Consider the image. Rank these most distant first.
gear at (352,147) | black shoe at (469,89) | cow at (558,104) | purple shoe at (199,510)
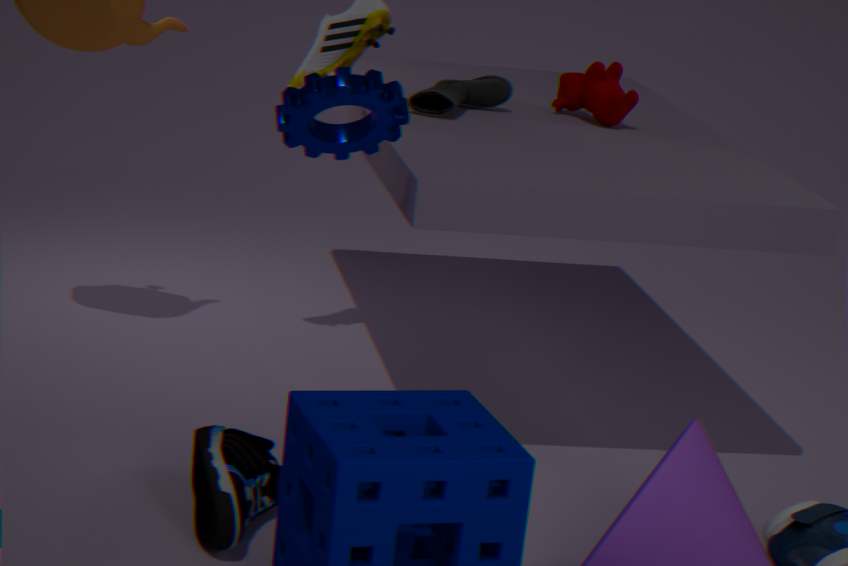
cow at (558,104)
black shoe at (469,89)
gear at (352,147)
purple shoe at (199,510)
